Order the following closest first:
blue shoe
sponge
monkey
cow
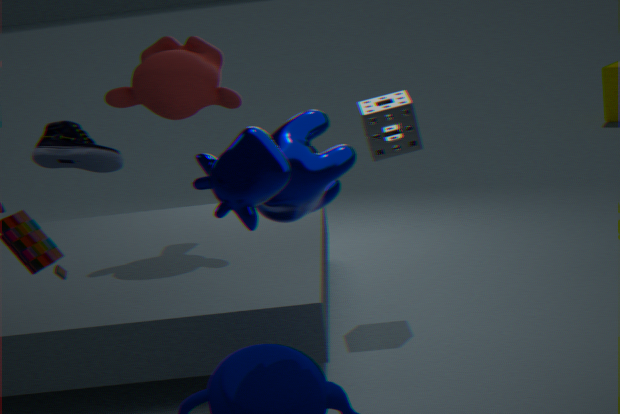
blue shoe
cow
sponge
monkey
